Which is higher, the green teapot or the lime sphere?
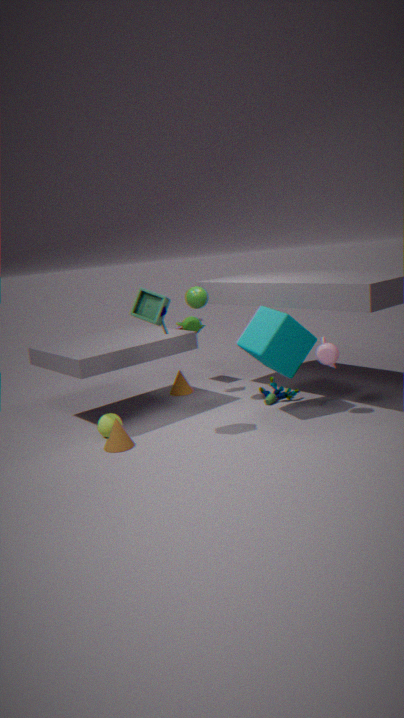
the green teapot
